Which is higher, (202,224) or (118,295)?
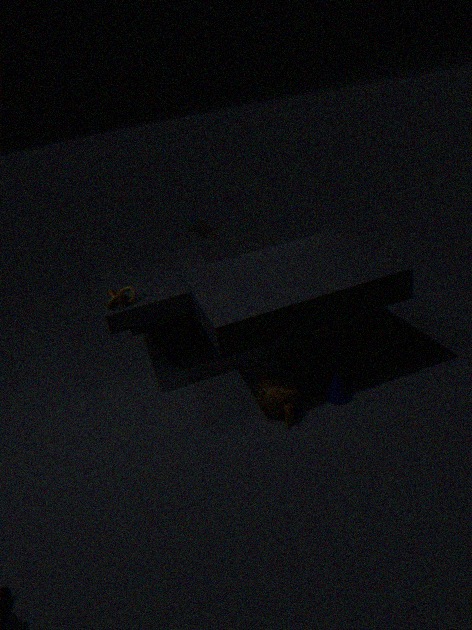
(202,224)
